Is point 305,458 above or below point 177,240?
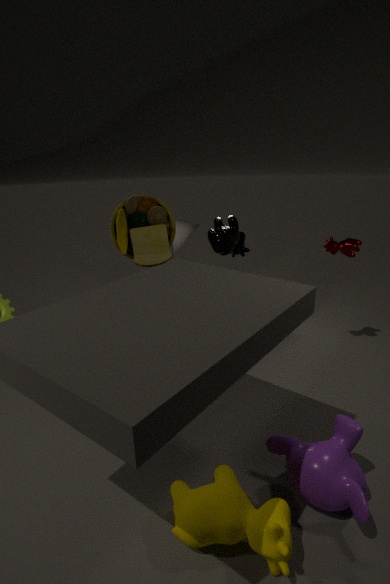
below
